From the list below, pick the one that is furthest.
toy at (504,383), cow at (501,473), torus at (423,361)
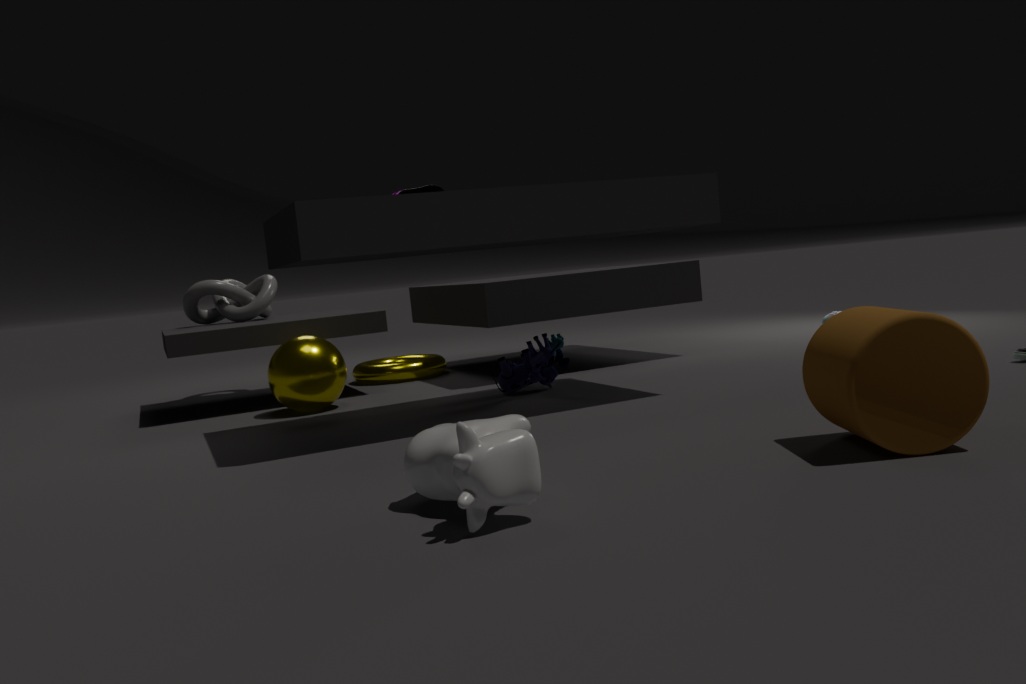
torus at (423,361)
